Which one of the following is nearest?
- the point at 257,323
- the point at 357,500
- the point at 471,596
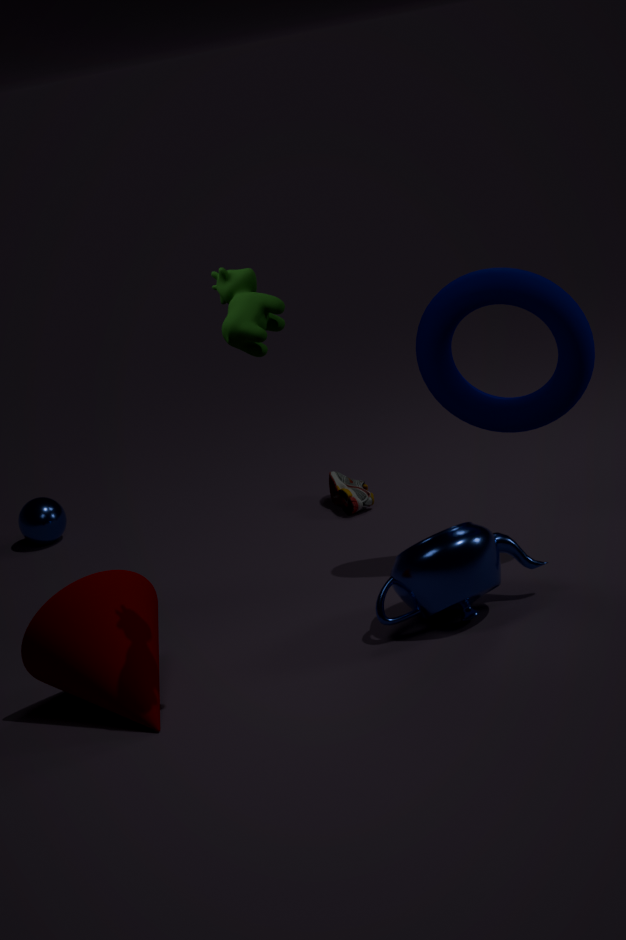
the point at 257,323
